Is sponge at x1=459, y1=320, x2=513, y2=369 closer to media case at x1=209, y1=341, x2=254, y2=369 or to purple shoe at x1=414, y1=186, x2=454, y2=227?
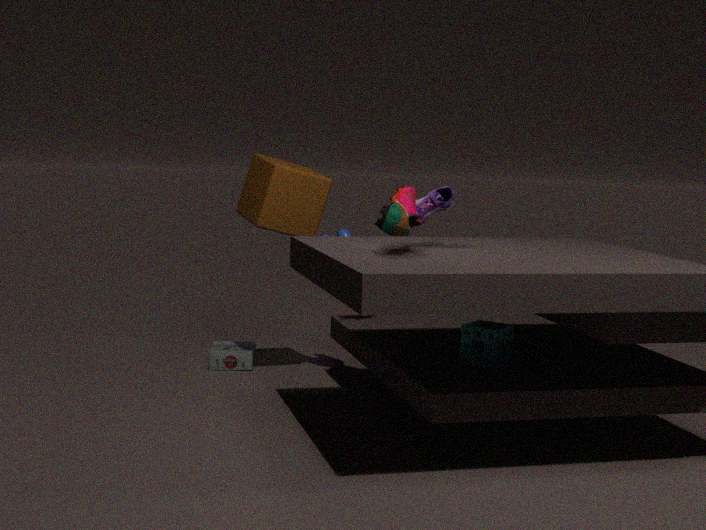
purple shoe at x1=414, y1=186, x2=454, y2=227
